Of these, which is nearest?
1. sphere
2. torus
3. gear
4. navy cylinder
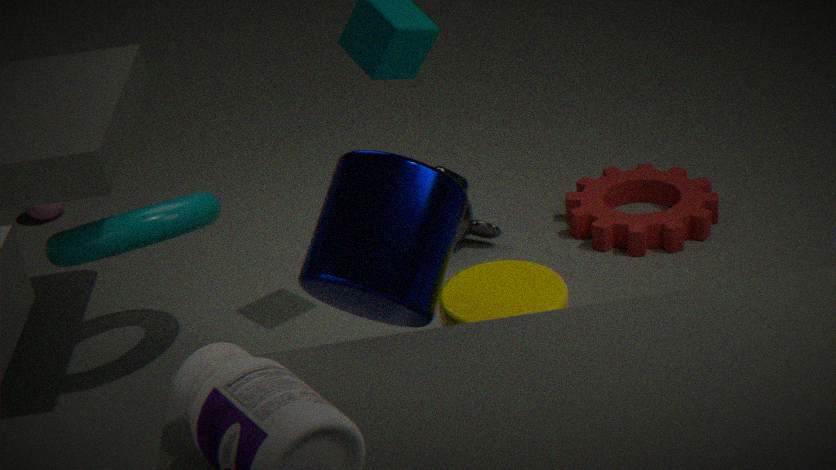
navy cylinder
